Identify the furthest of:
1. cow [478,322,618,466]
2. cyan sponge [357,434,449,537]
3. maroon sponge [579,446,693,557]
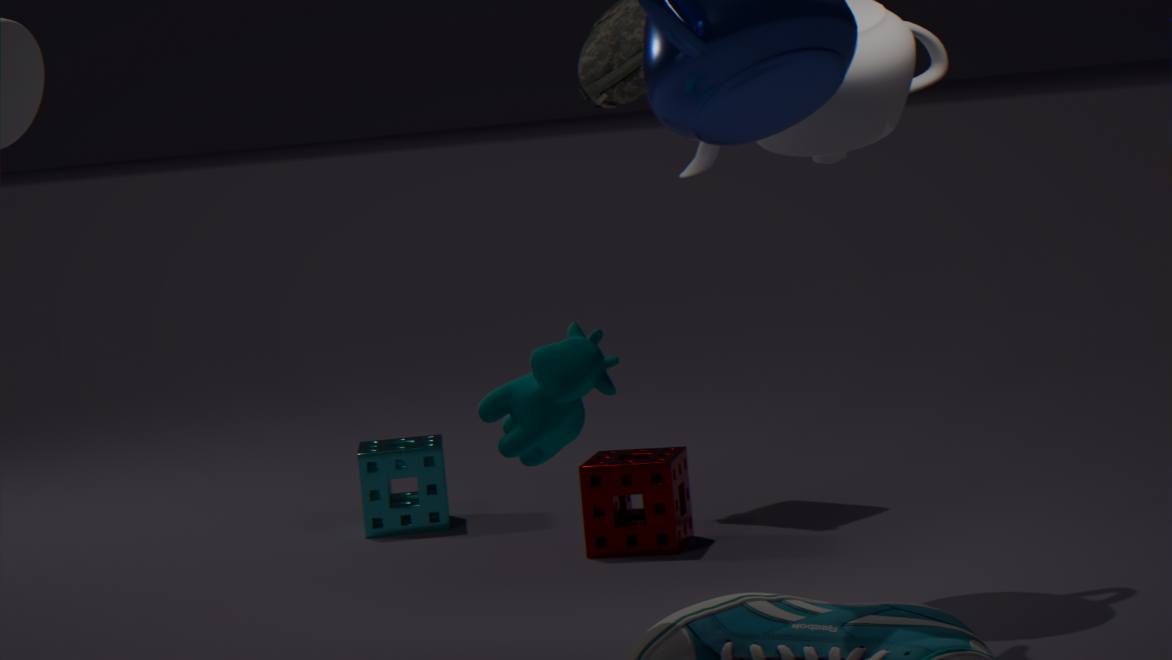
cyan sponge [357,434,449,537]
